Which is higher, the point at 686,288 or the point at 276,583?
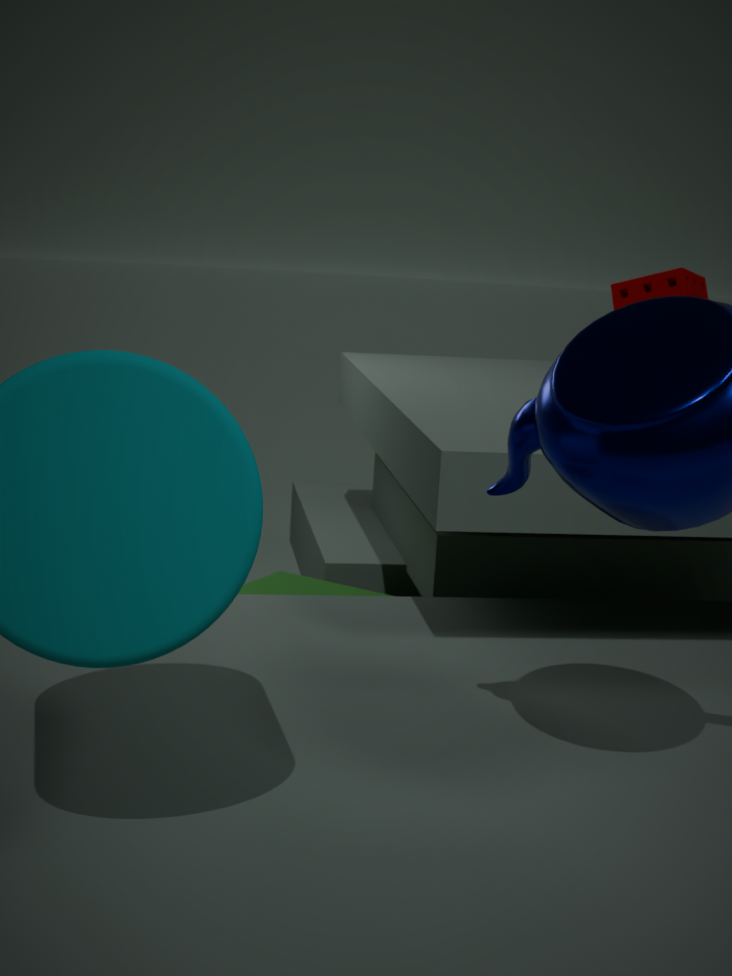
the point at 686,288
